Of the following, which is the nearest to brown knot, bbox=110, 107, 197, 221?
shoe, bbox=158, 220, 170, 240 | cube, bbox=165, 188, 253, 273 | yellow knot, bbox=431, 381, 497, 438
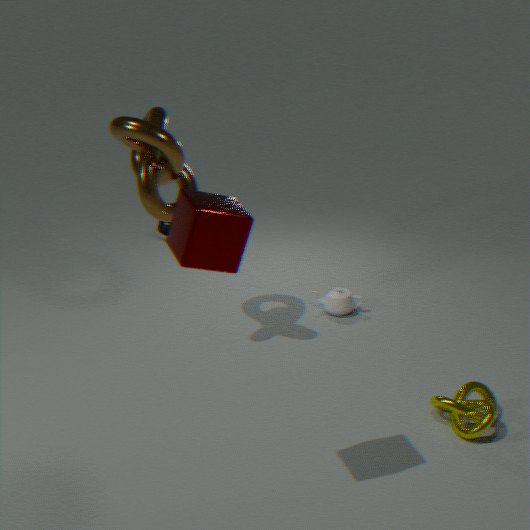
cube, bbox=165, 188, 253, 273
